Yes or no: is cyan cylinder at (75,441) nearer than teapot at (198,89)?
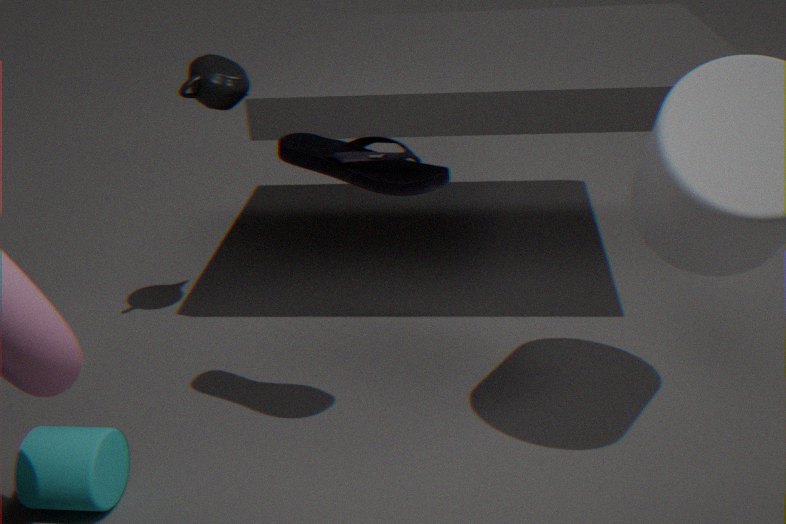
Yes
